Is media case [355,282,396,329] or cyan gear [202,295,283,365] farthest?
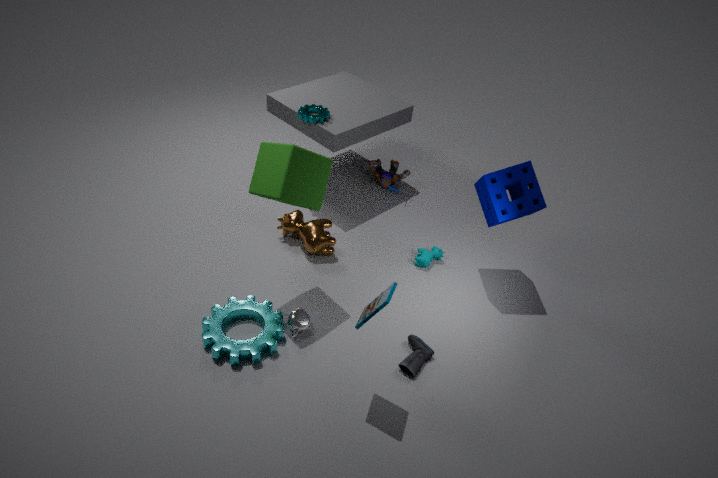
cyan gear [202,295,283,365]
